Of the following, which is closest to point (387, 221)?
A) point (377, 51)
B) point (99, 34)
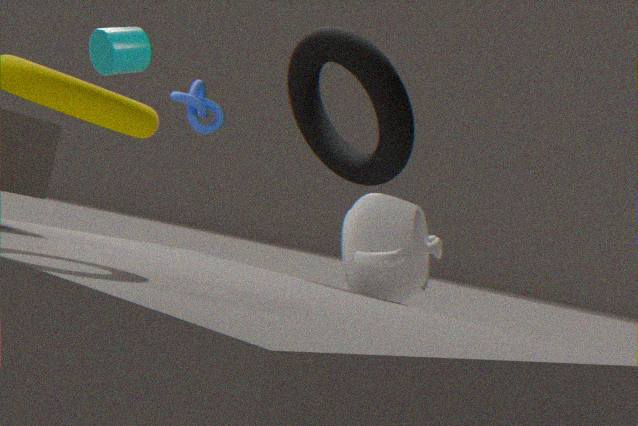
point (377, 51)
